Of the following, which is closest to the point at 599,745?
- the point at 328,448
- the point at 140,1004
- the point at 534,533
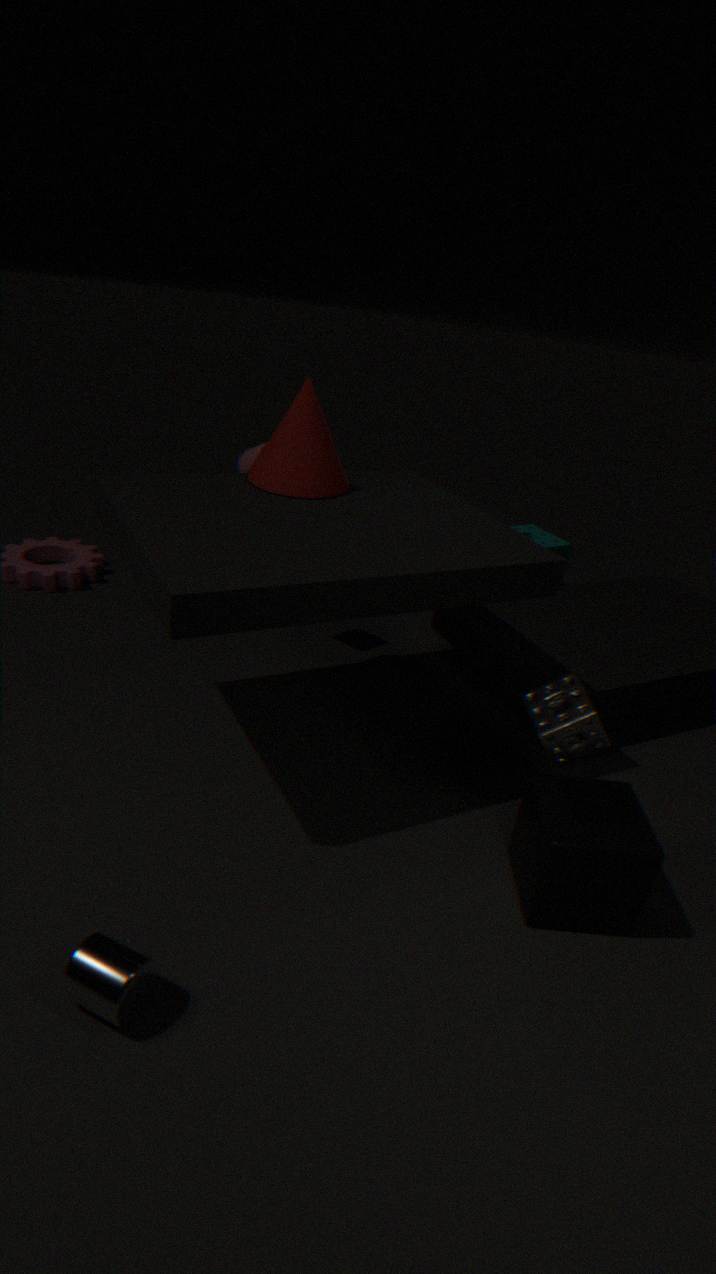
the point at 140,1004
